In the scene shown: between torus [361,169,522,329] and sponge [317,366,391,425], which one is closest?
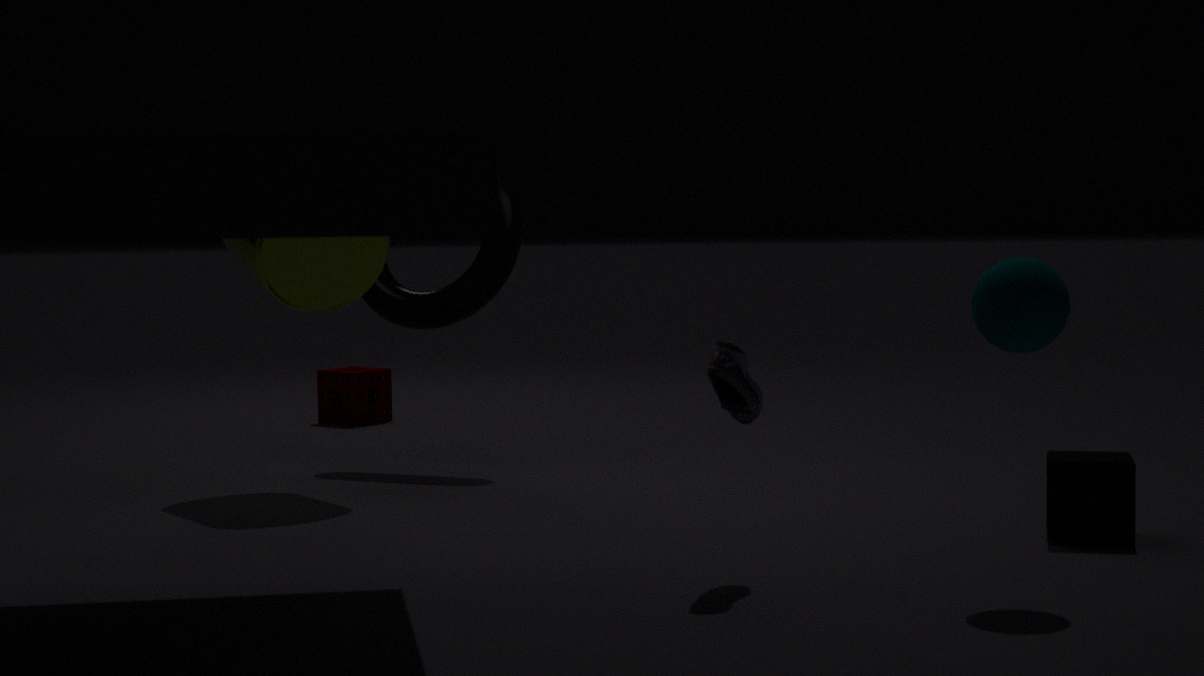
torus [361,169,522,329]
